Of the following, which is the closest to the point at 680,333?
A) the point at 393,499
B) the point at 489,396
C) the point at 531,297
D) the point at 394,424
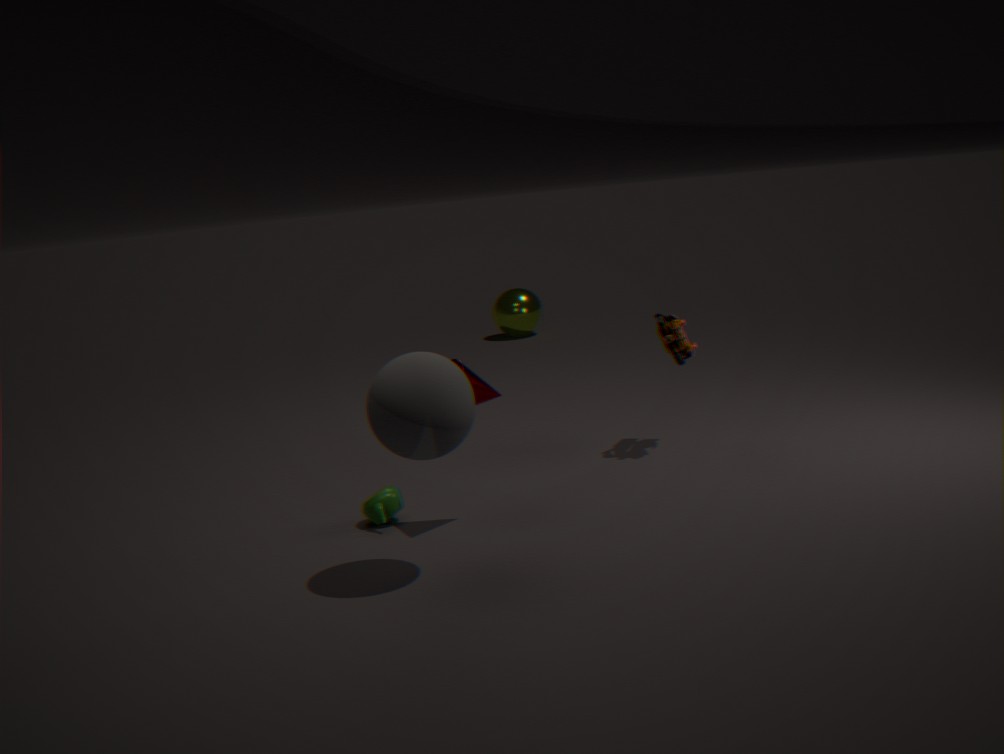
the point at 489,396
